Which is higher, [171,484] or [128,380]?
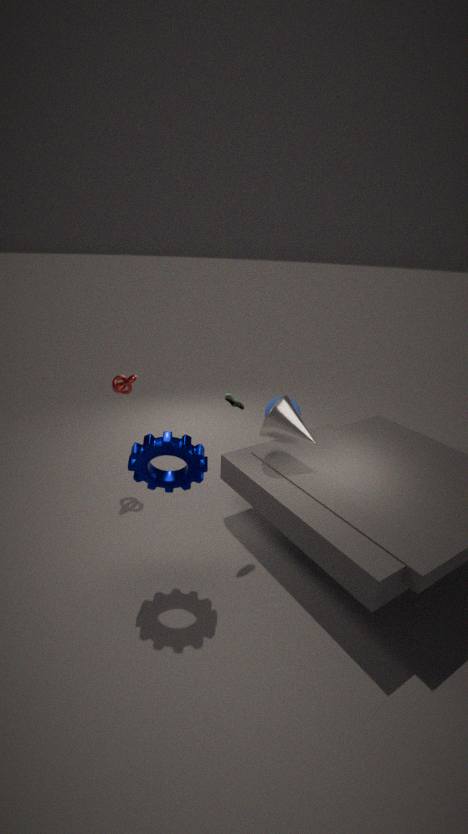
[128,380]
